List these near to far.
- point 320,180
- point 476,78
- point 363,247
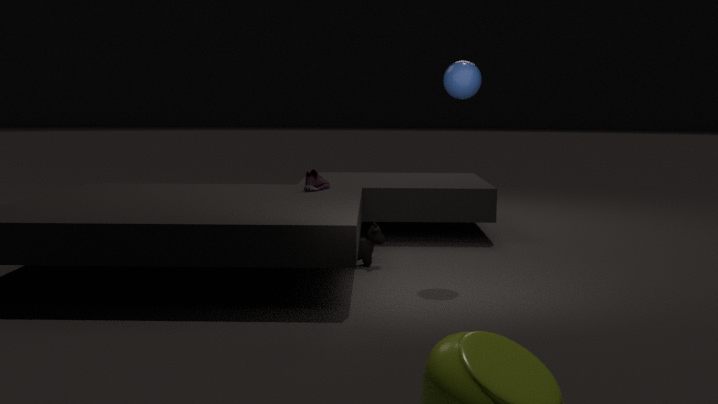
point 476,78 → point 363,247 → point 320,180
